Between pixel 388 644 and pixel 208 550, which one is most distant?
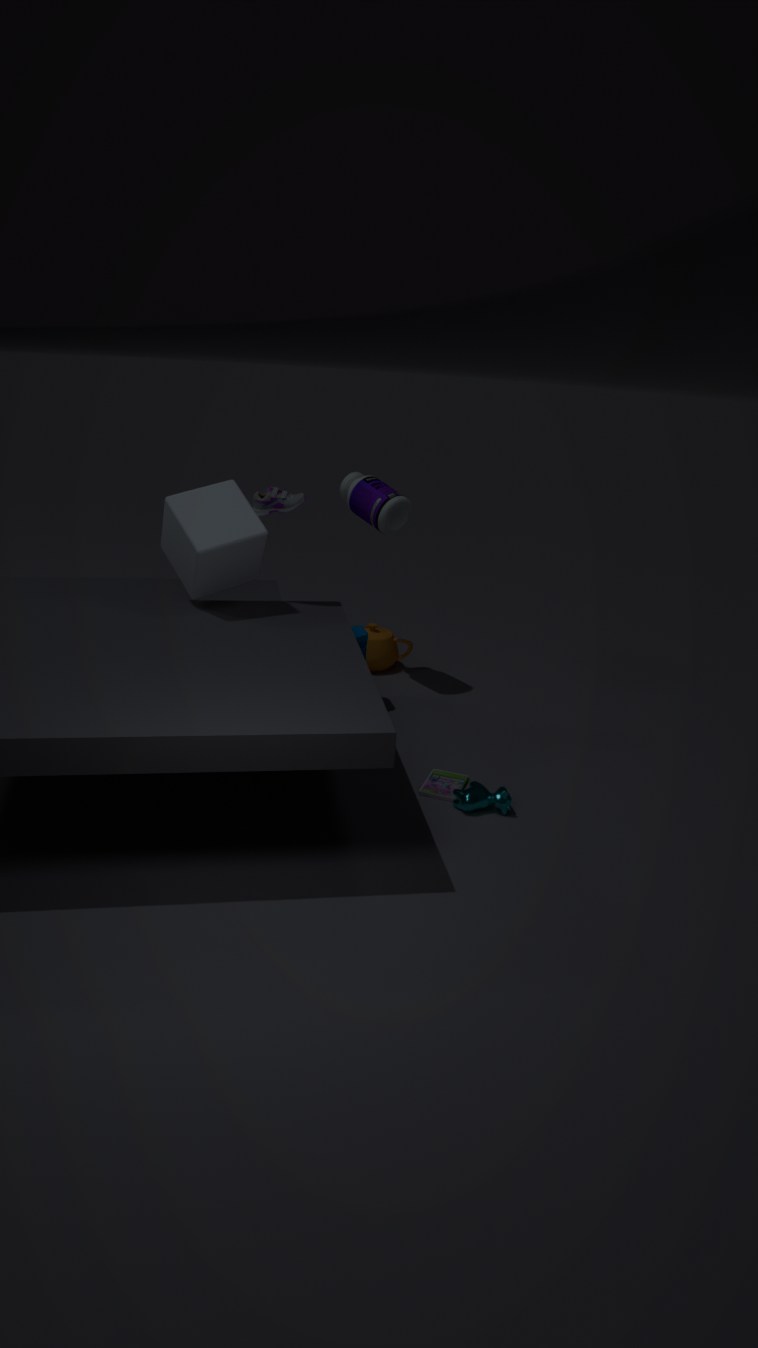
pixel 388 644
